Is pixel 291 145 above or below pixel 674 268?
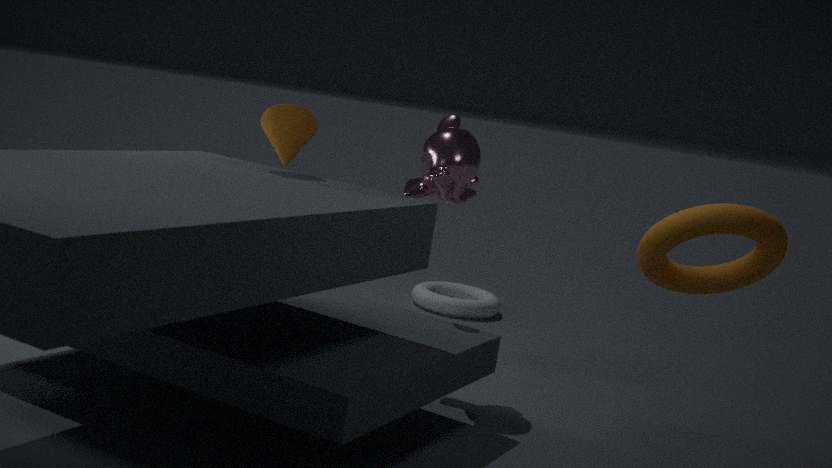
above
